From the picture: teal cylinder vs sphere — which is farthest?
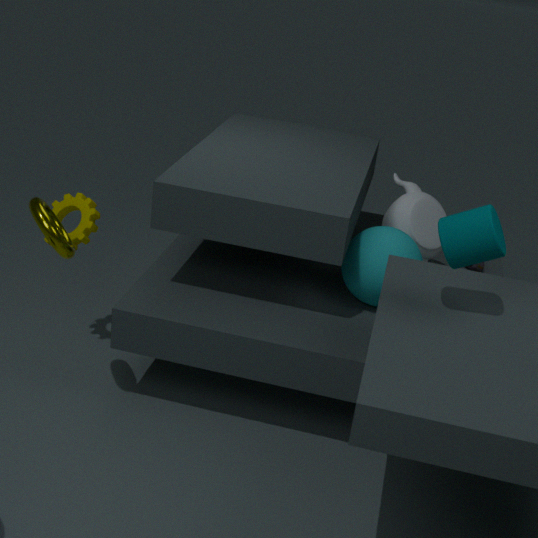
sphere
